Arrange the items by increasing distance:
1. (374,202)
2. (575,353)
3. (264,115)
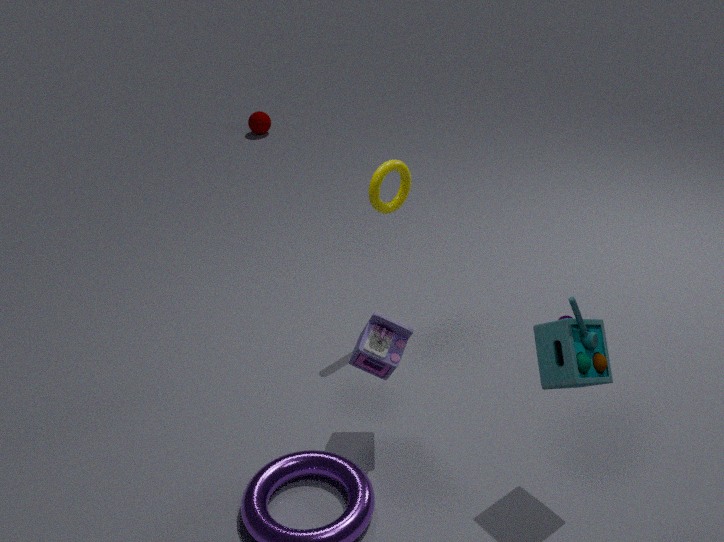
(575,353), (374,202), (264,115)
